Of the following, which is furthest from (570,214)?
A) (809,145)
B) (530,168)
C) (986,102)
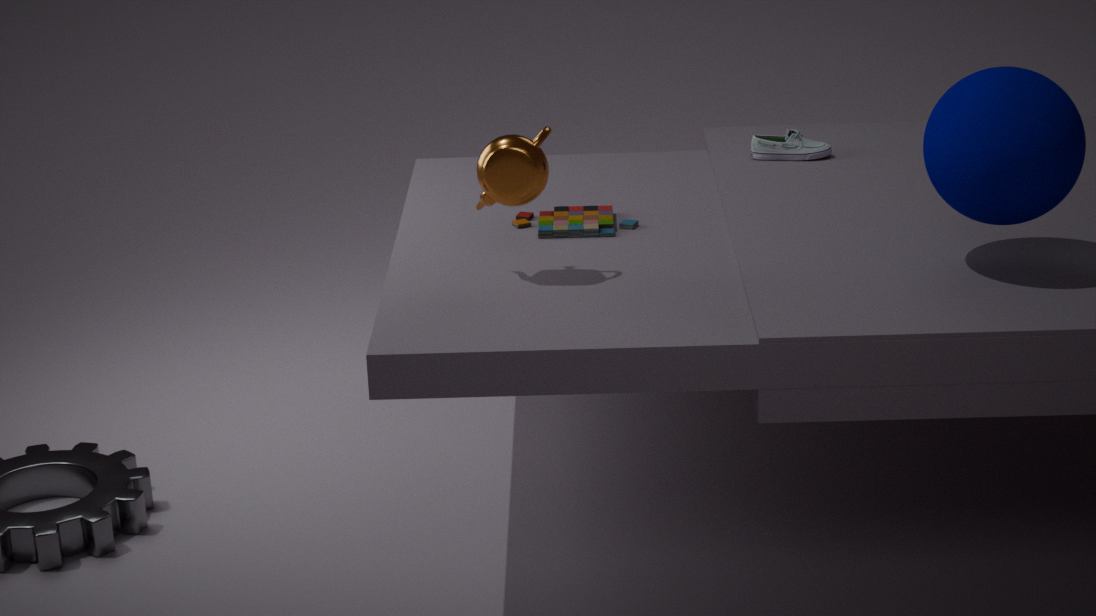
(986,102)
